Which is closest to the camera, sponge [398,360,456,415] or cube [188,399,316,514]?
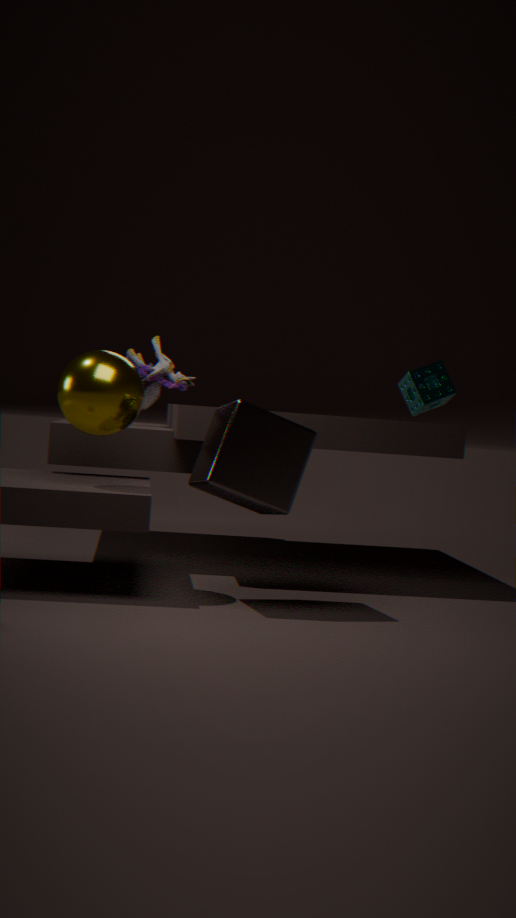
cube [188,399,316,514]
